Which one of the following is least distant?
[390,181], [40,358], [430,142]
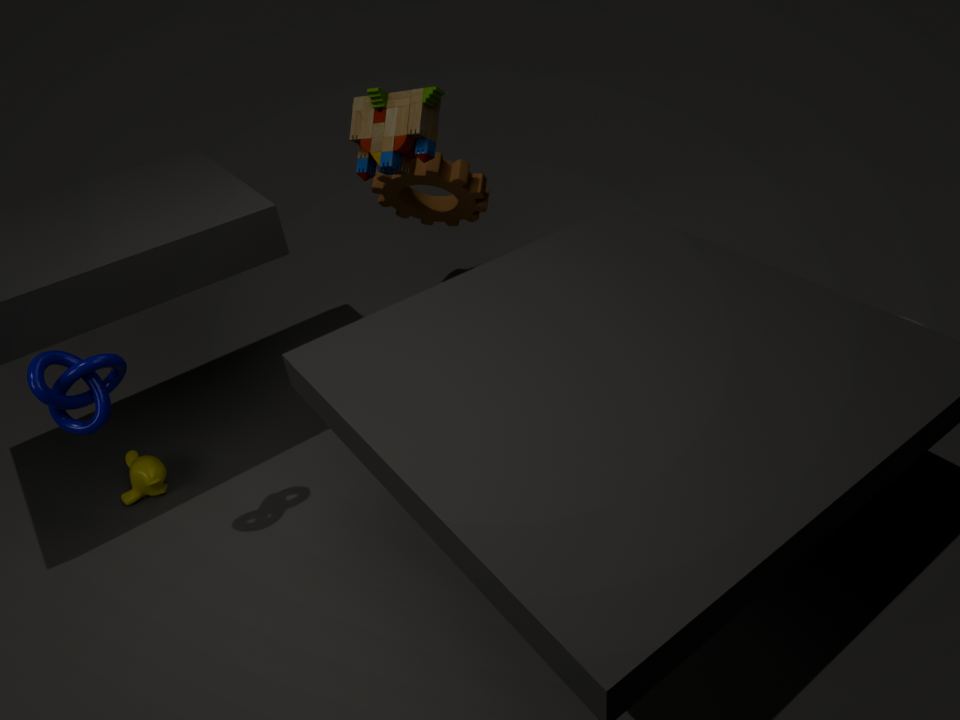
[40,358]
